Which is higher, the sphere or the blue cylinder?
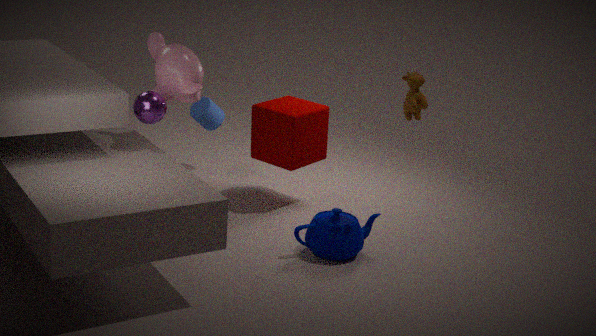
the sphere
